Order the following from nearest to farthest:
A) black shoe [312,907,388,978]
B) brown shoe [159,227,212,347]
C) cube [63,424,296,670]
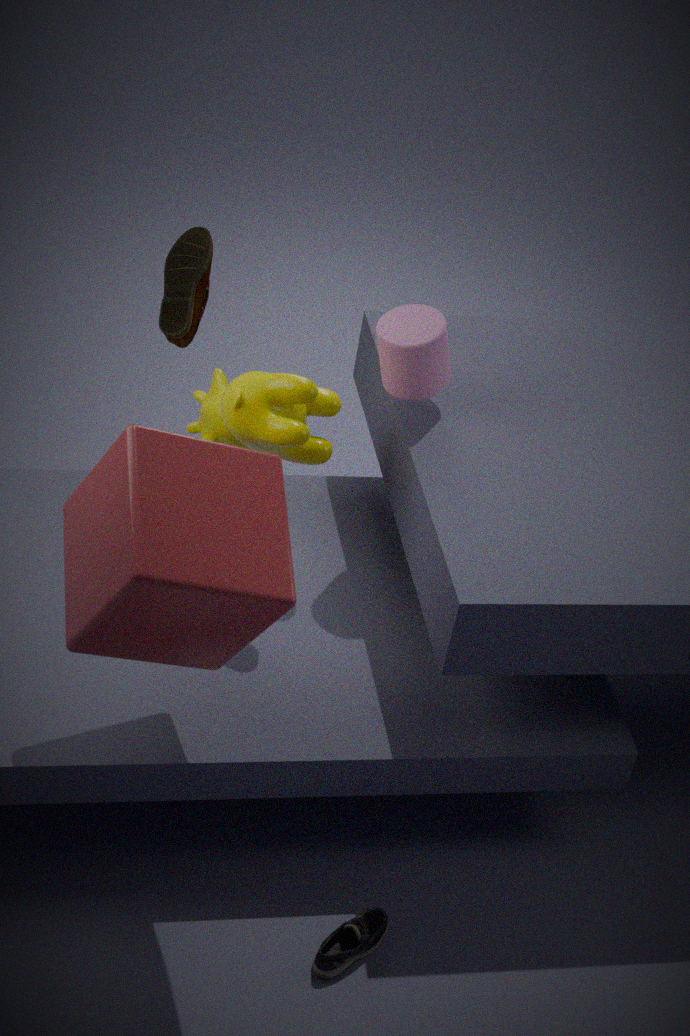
cube [63,424,296,670], black shoe [312,907,388,978], brown shoe [159,227,212,347]
